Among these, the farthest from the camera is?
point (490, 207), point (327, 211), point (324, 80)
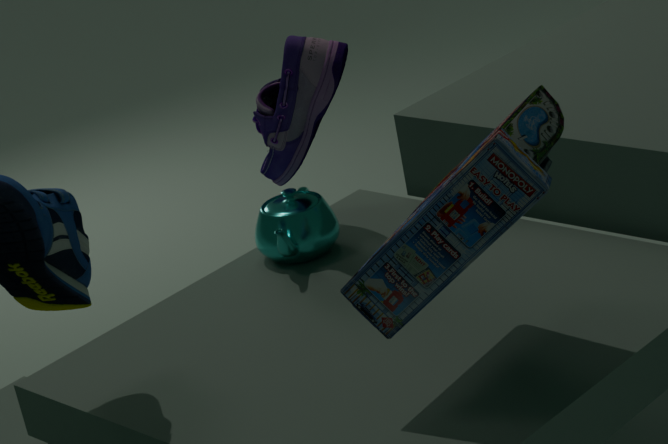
point (327, 211)
